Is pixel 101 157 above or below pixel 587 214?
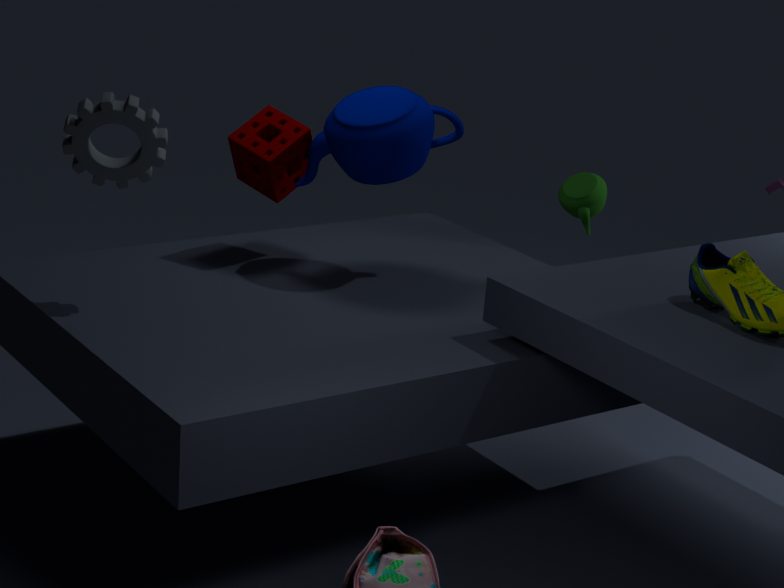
above
